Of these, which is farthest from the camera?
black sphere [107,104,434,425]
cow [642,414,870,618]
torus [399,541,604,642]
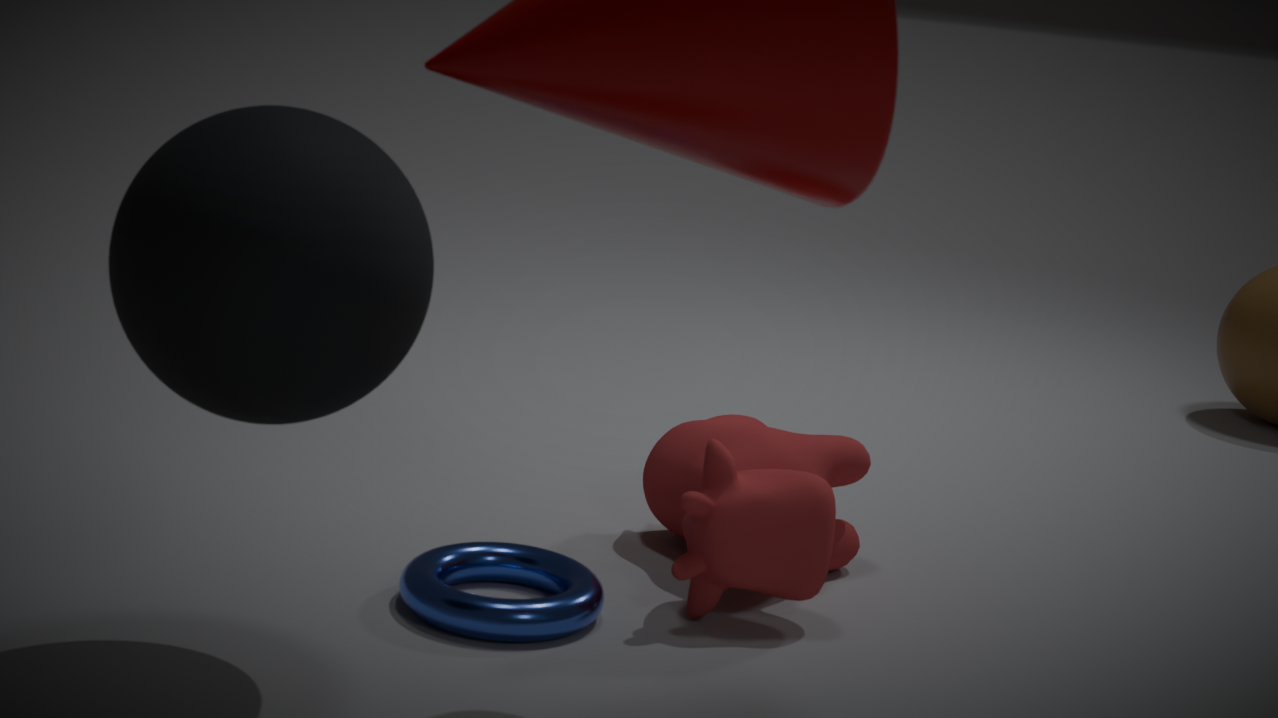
cow [642,414,870,618]
